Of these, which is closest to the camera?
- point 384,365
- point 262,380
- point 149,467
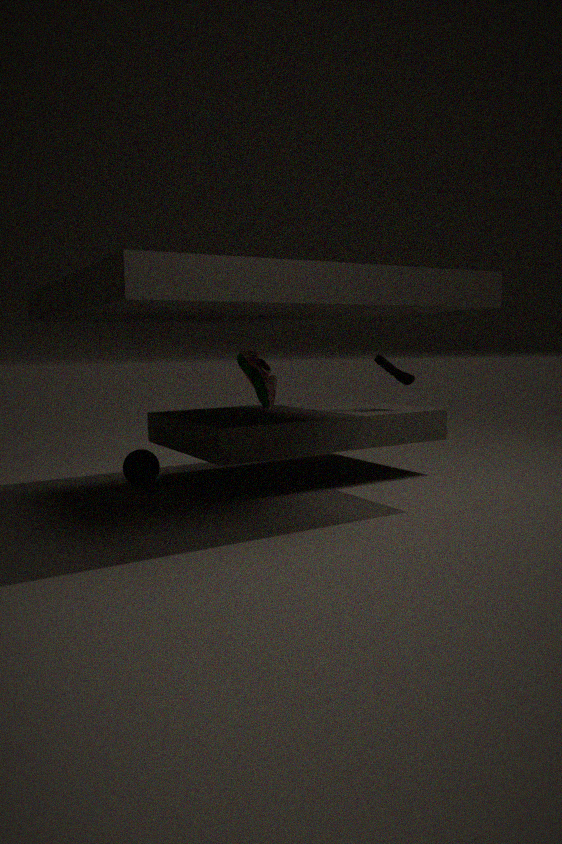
point 262,380
